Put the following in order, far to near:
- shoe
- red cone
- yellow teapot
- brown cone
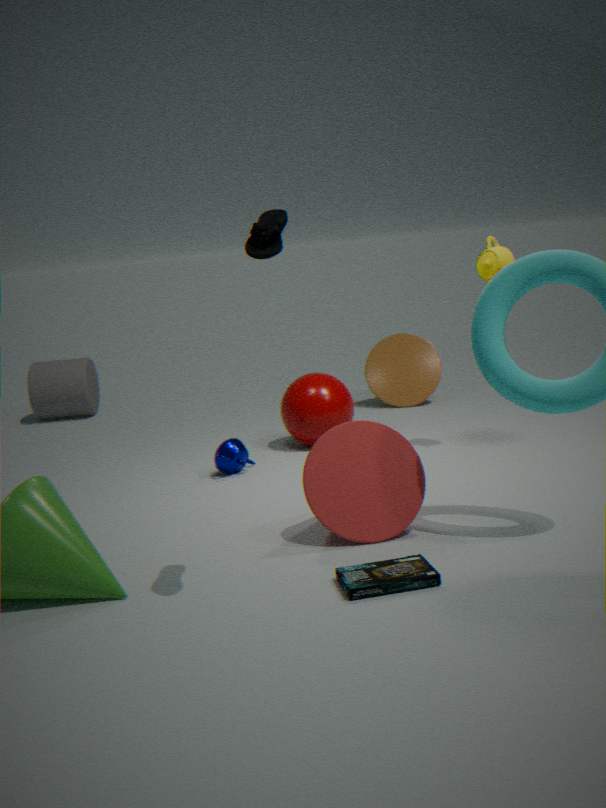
brown cone
yellow teapot
red cone
shoe
